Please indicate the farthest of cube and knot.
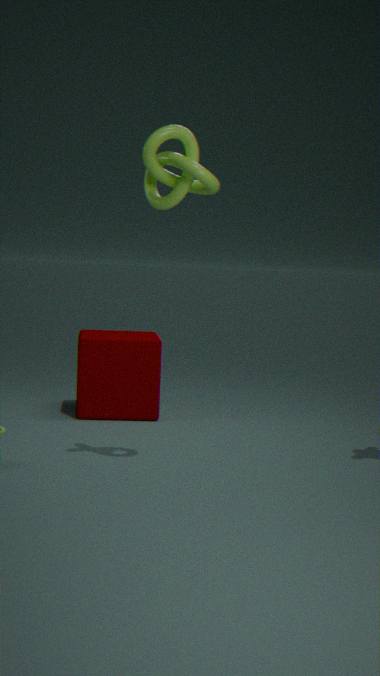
cube
